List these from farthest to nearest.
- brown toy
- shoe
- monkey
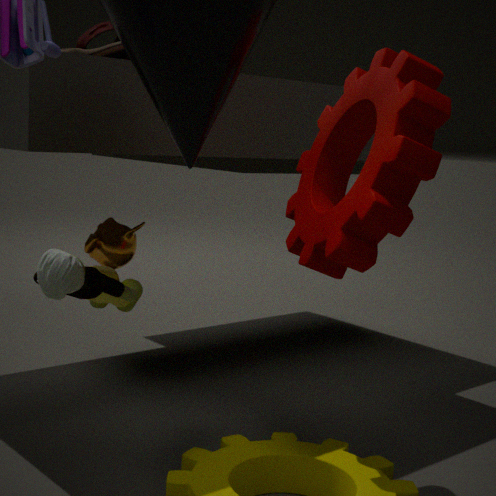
monkey < shoe < brown toy
